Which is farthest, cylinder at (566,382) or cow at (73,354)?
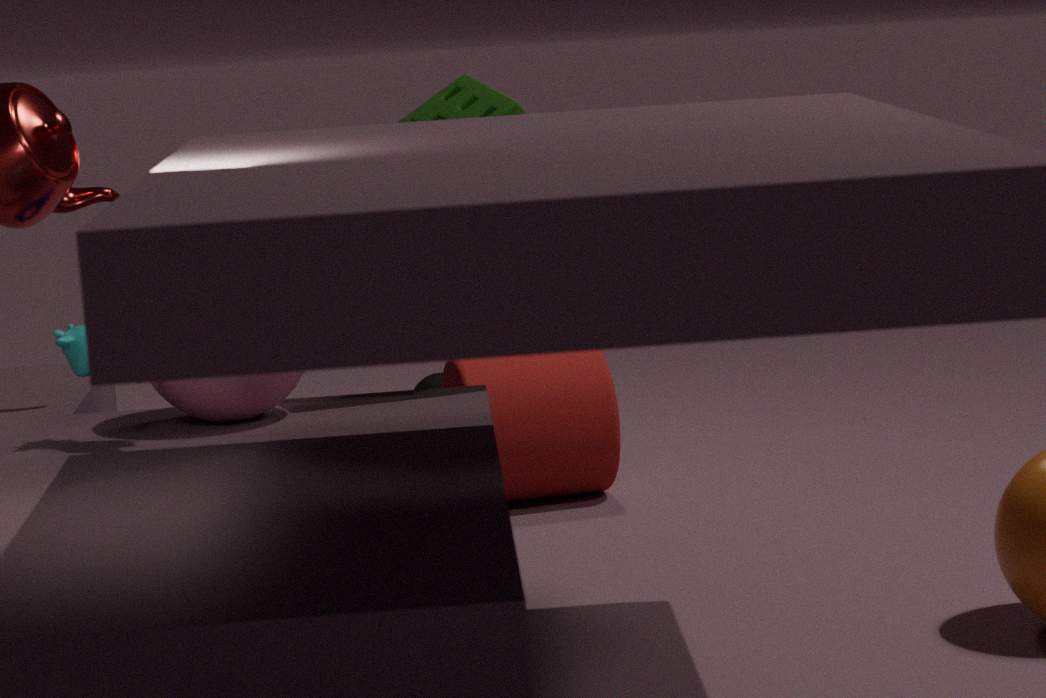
cylinder at (566,382)
